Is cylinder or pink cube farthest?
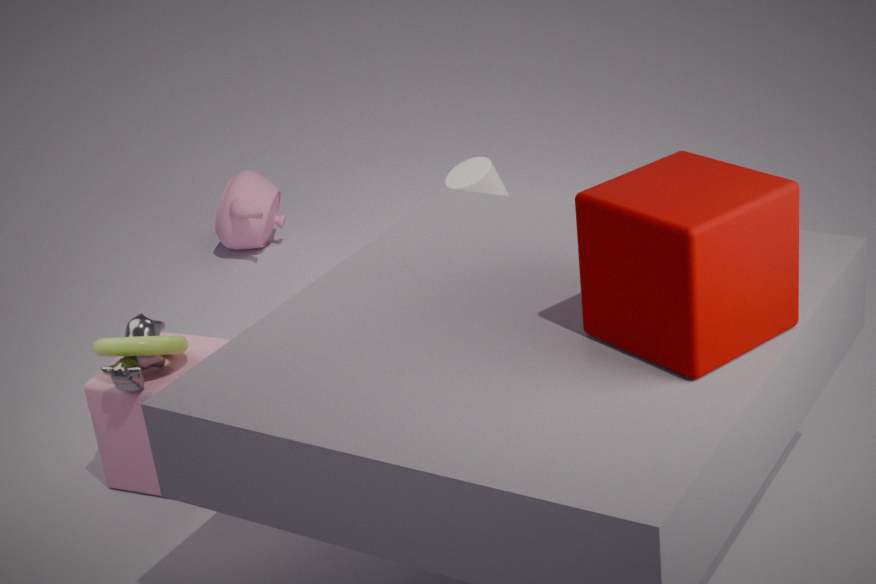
cylinder
